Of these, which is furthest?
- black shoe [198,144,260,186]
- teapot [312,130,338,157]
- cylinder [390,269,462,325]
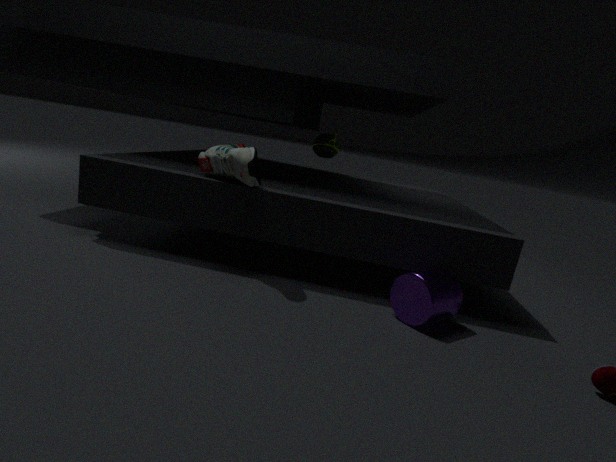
teapot [312,130,338,157]
